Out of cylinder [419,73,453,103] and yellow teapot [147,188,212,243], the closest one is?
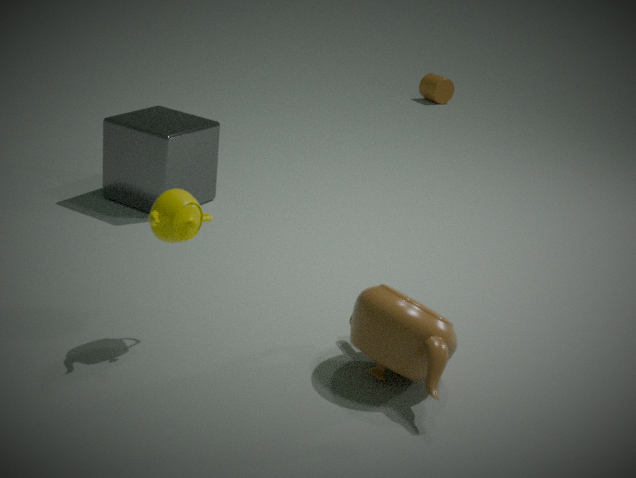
yellow teapot [147,188,212,243]
